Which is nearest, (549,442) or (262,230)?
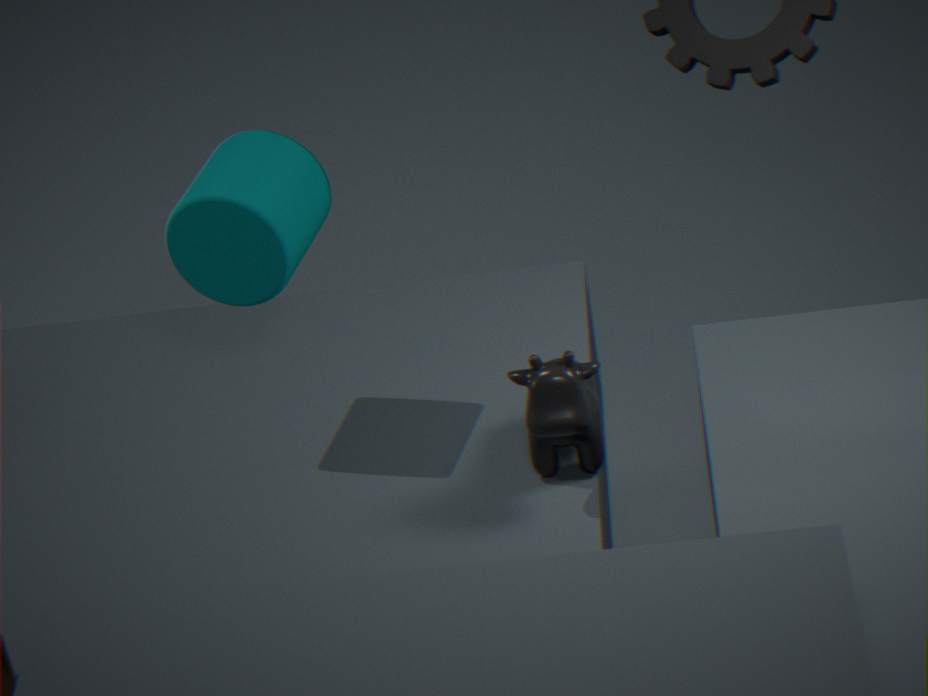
(262,230)
